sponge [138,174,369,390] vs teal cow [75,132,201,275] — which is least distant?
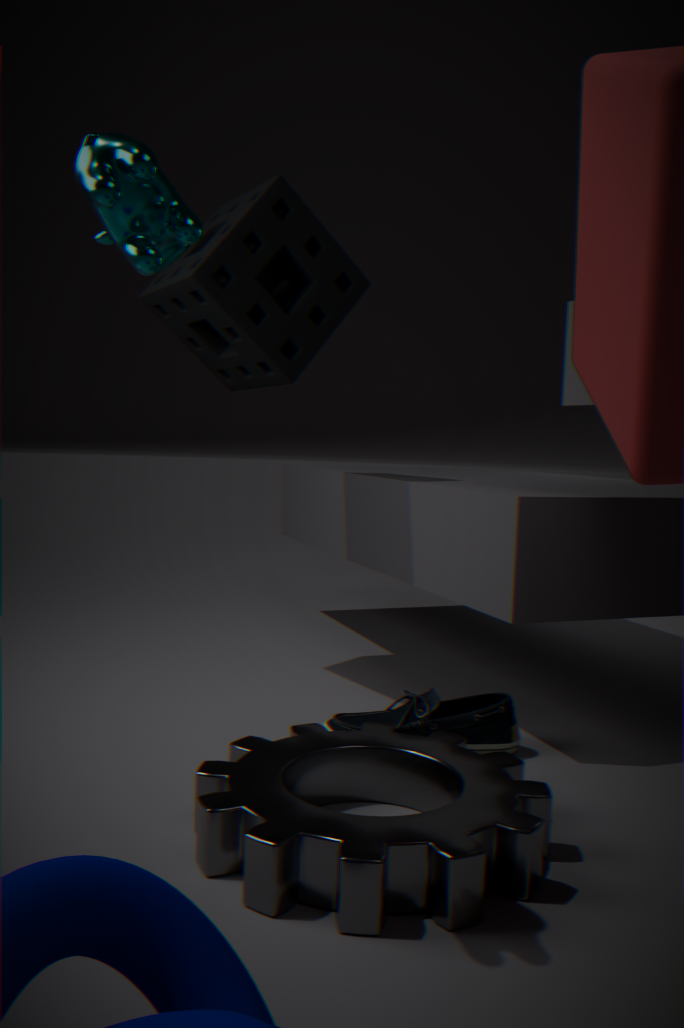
teal cow [75,132,201,275]
